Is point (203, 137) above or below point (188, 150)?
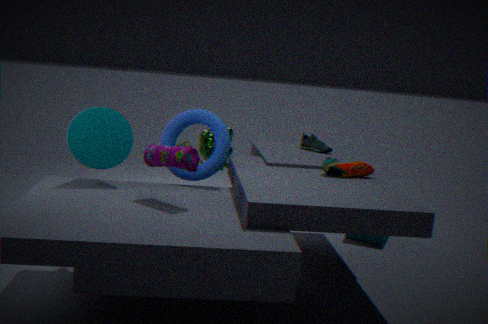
below
